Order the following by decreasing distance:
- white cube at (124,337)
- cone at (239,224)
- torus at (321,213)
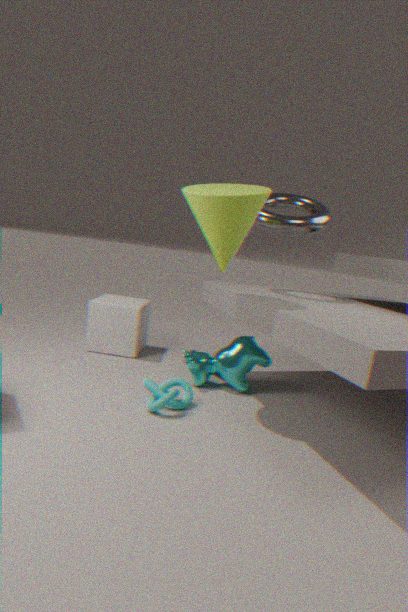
white cube at (124,337) < torus at (321,213) < cone at (239,224)
